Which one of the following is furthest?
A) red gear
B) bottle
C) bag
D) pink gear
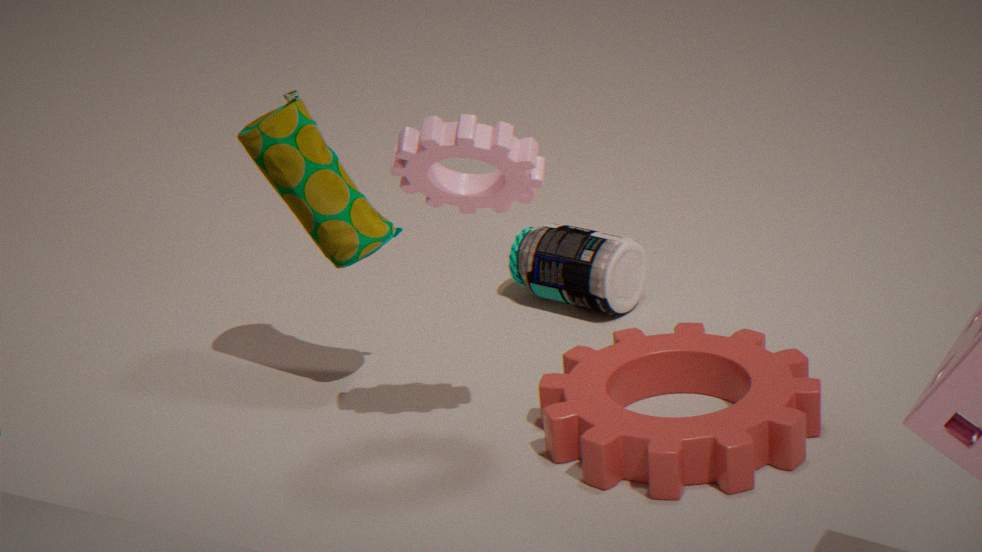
bottle
